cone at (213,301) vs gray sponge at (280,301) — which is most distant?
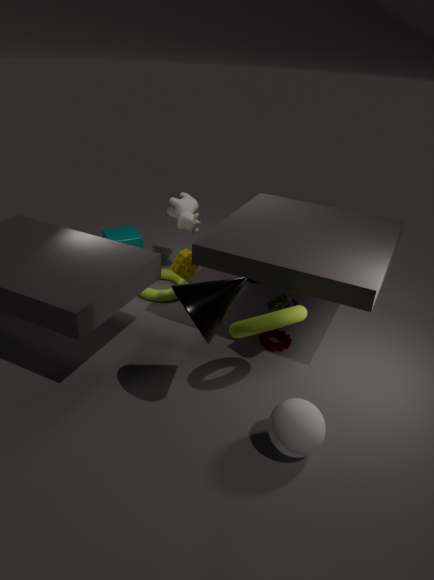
gray sponge at (280,301)
